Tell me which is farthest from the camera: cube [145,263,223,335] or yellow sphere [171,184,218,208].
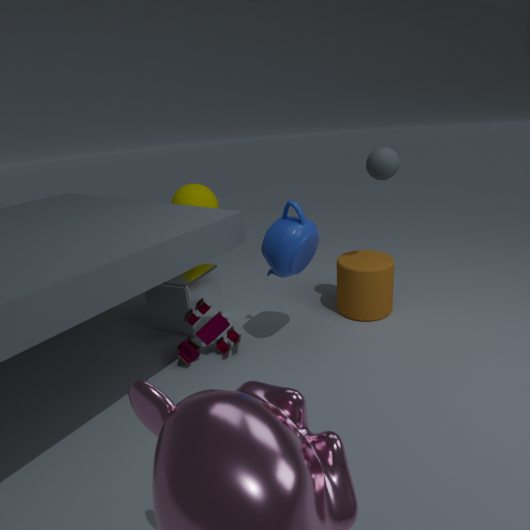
yellow sphere [171,184,218,208]
